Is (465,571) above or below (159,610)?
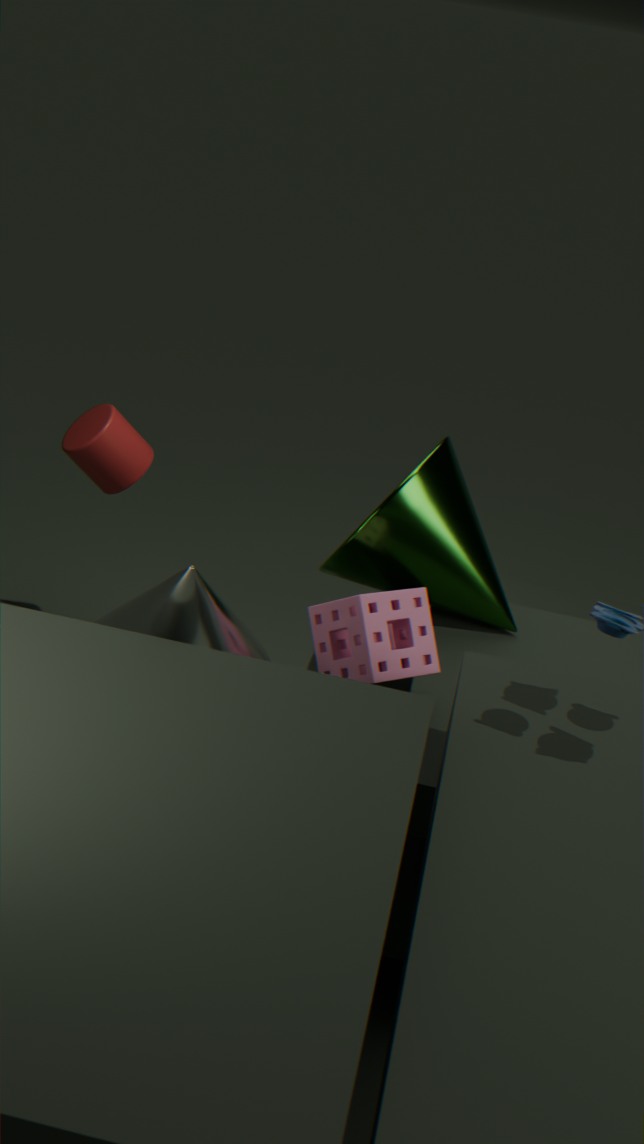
above
